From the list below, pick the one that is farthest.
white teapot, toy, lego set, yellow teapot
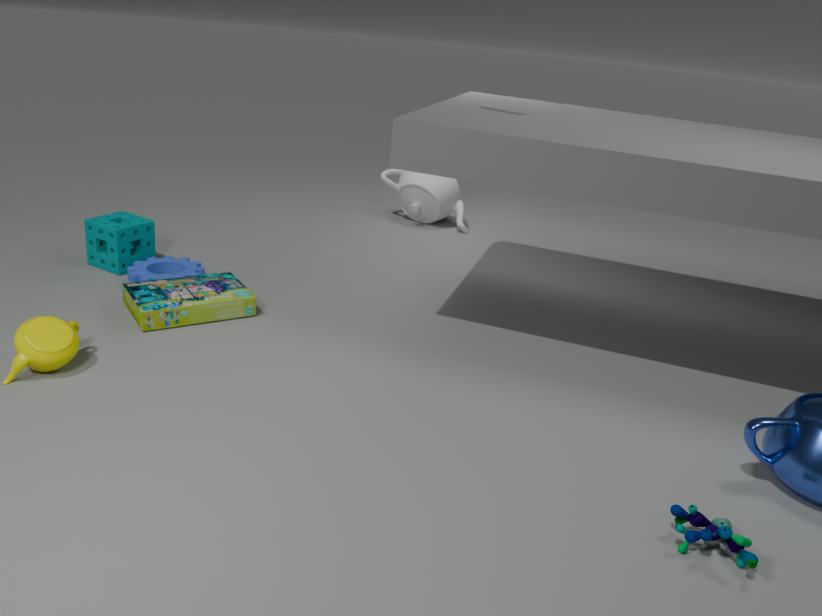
white teapot
